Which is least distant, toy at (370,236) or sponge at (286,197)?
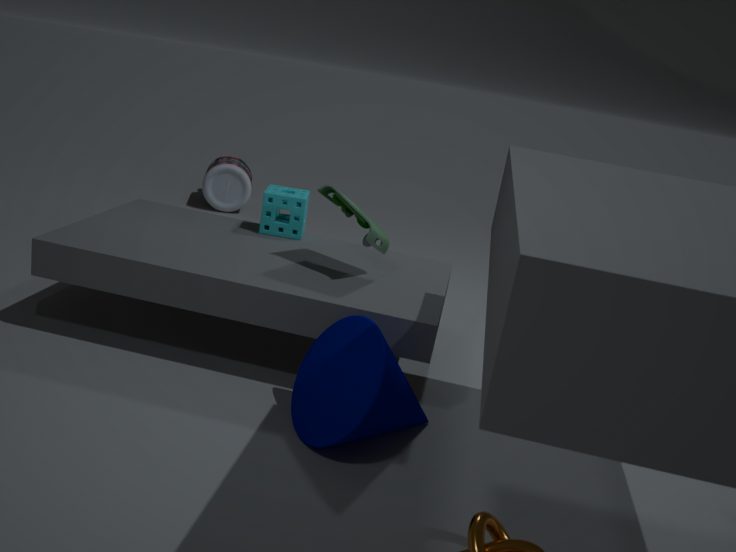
toy at (370,236)
